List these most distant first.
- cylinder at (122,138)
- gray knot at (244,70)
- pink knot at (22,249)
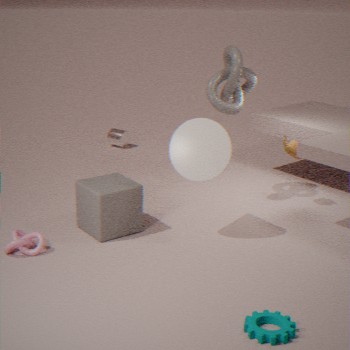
cylinder at (122,138) < gray knot at (244,70) < pink knot at (22,249)
